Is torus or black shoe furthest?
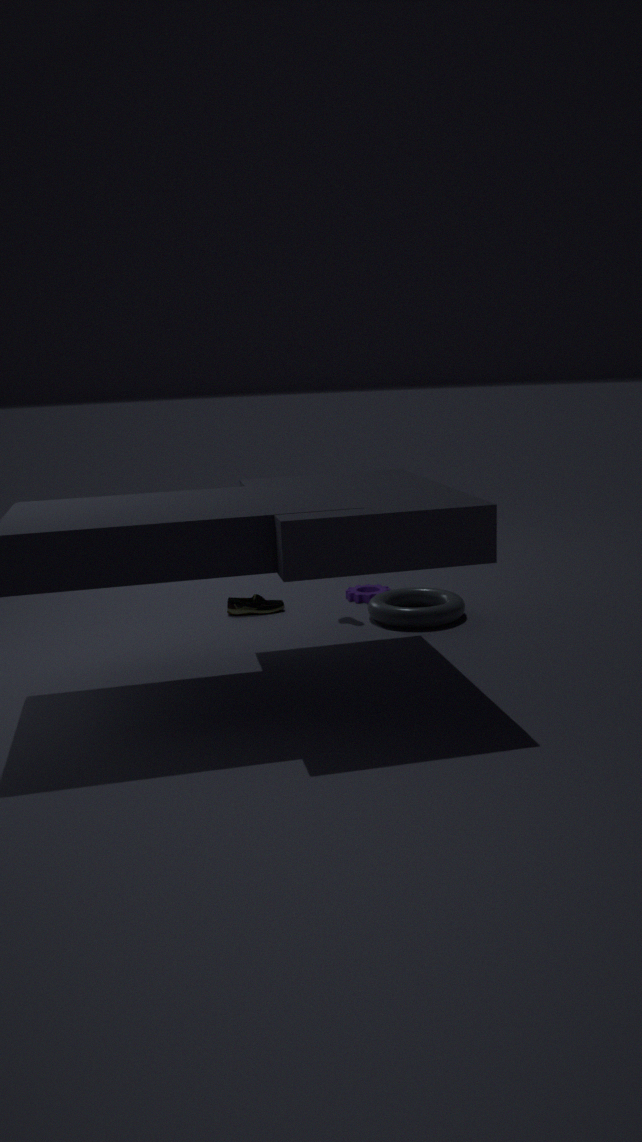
black shoe
